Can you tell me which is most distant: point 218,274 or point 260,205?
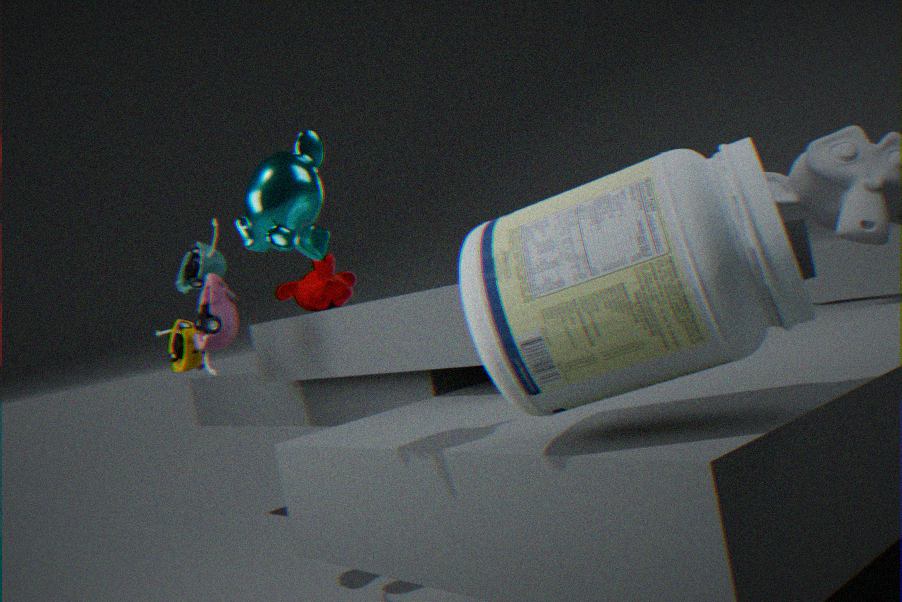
point 218,274
